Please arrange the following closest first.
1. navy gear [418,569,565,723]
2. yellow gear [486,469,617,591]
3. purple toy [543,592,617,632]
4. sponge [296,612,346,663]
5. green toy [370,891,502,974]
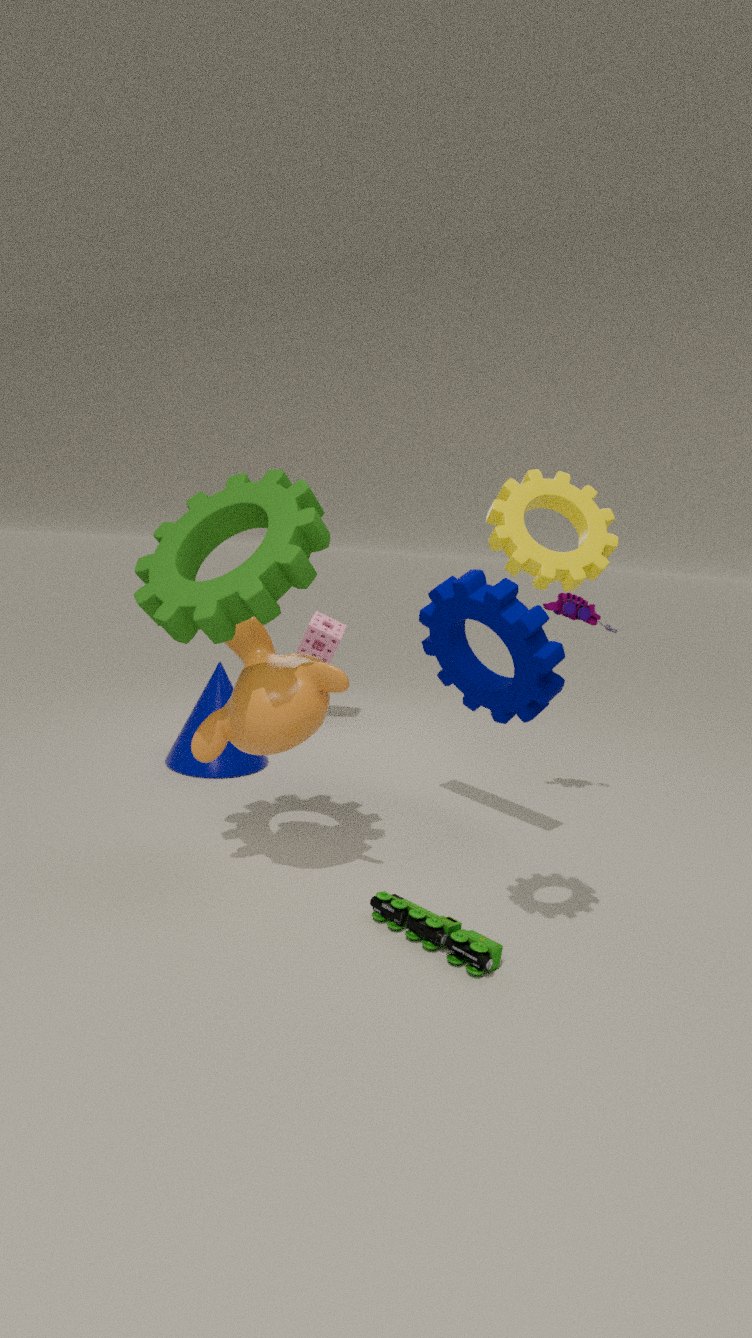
yellow gear [486,469,617,591], green toy [370,891,502,974], navy gear [418,569,565,723], purple toy [543,592,617,632], sponge [296,612,346,663]
